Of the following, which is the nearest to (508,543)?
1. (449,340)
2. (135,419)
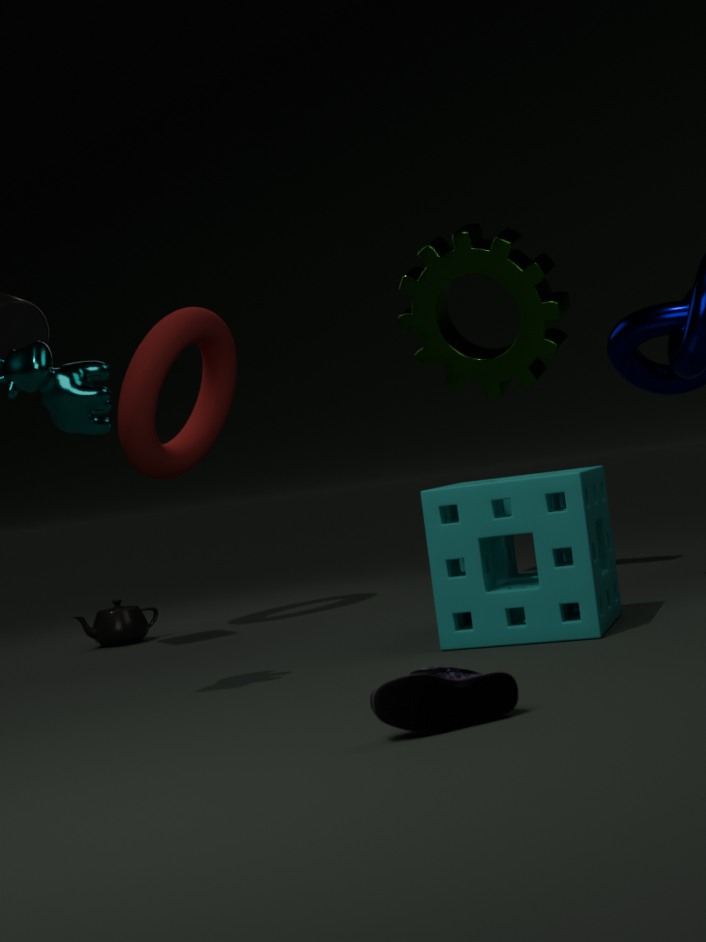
(449,340)
